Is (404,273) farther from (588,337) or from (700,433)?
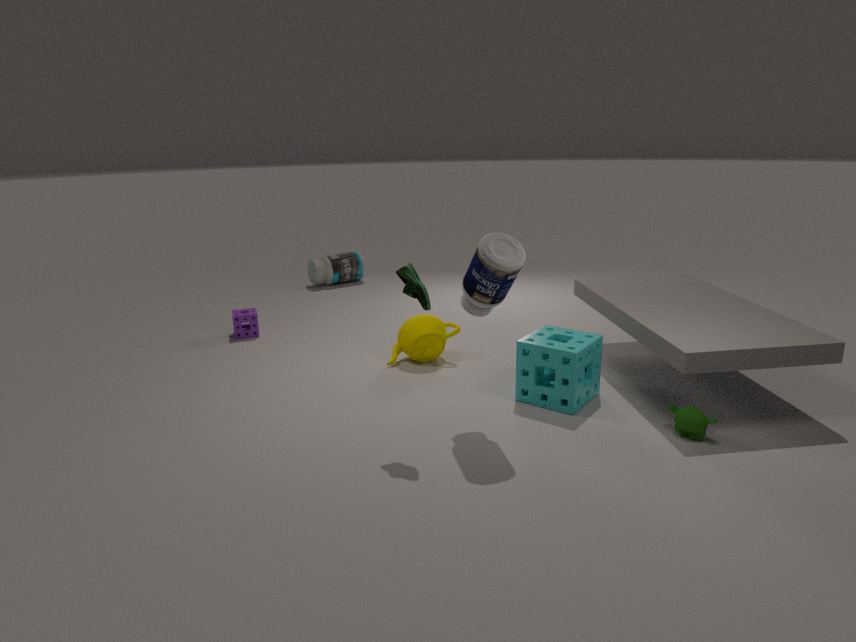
(700,433)
